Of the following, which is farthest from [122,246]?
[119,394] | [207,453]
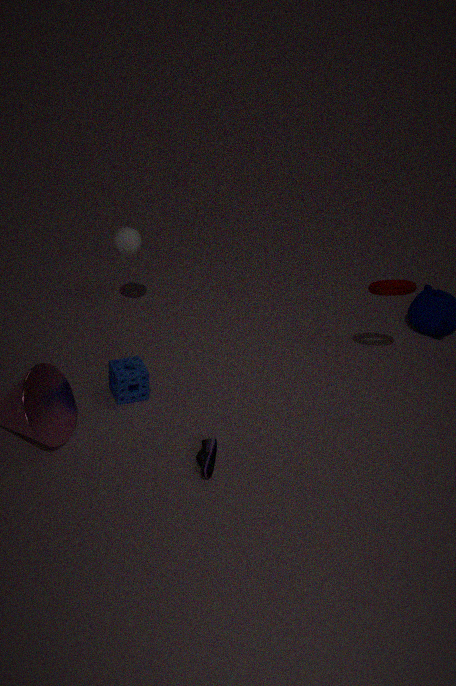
[207,453]
